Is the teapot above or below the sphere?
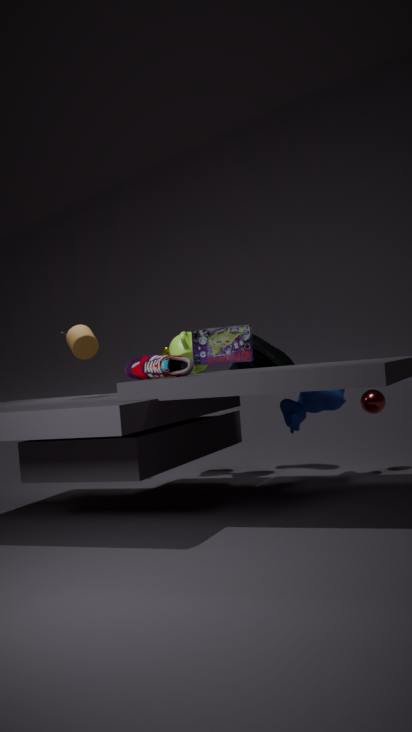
above
